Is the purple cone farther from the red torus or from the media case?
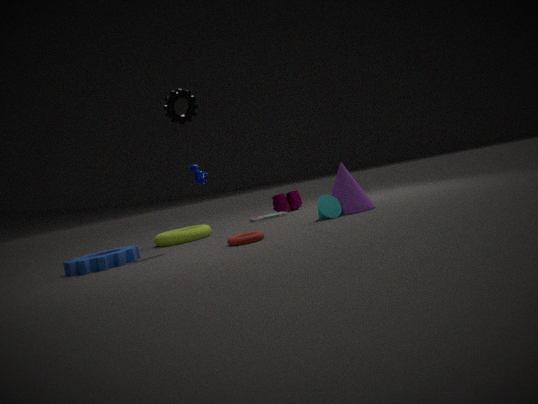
the media case
